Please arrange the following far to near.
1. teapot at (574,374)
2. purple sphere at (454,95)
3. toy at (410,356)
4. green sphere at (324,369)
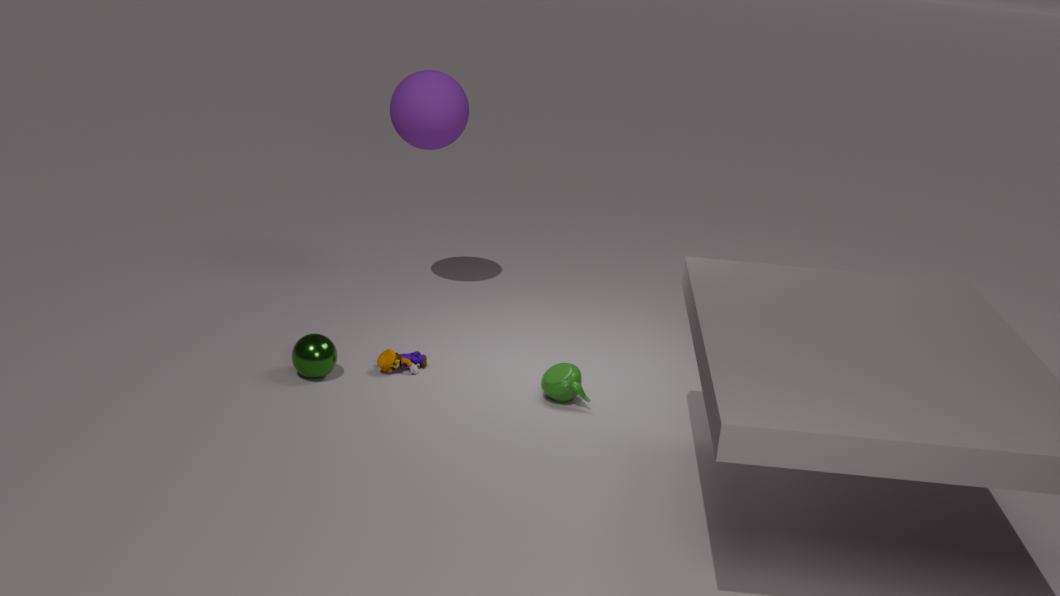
purple sphere at (454,95) < toy at (410,356) < green sphere at (324,369) < teapot at (574,374)
